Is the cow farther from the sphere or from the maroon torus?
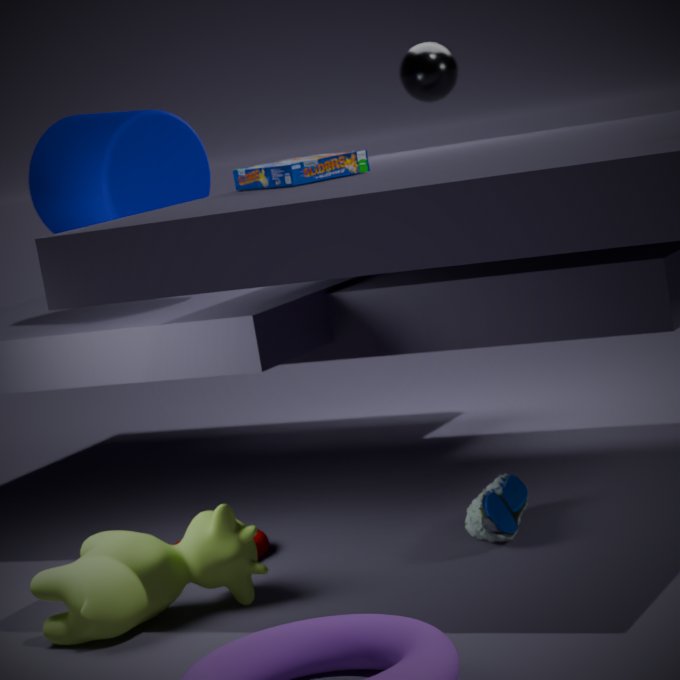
the sphere
